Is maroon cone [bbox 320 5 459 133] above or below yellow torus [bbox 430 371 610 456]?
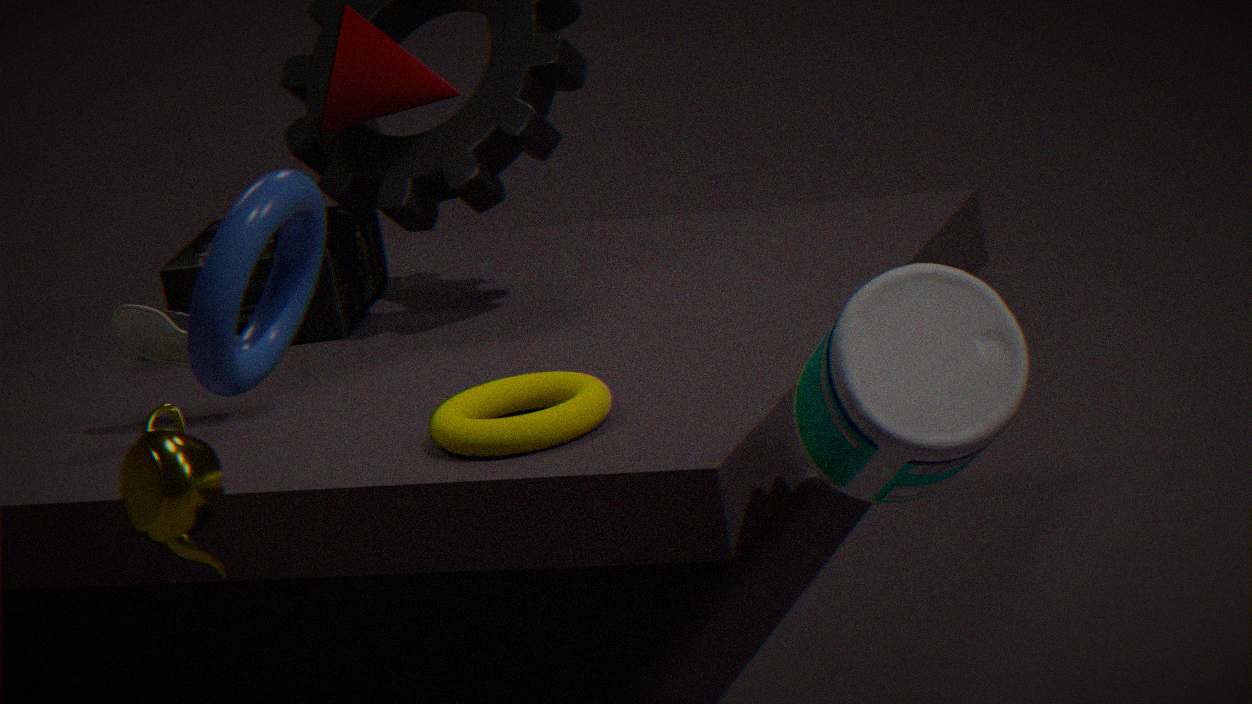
above
